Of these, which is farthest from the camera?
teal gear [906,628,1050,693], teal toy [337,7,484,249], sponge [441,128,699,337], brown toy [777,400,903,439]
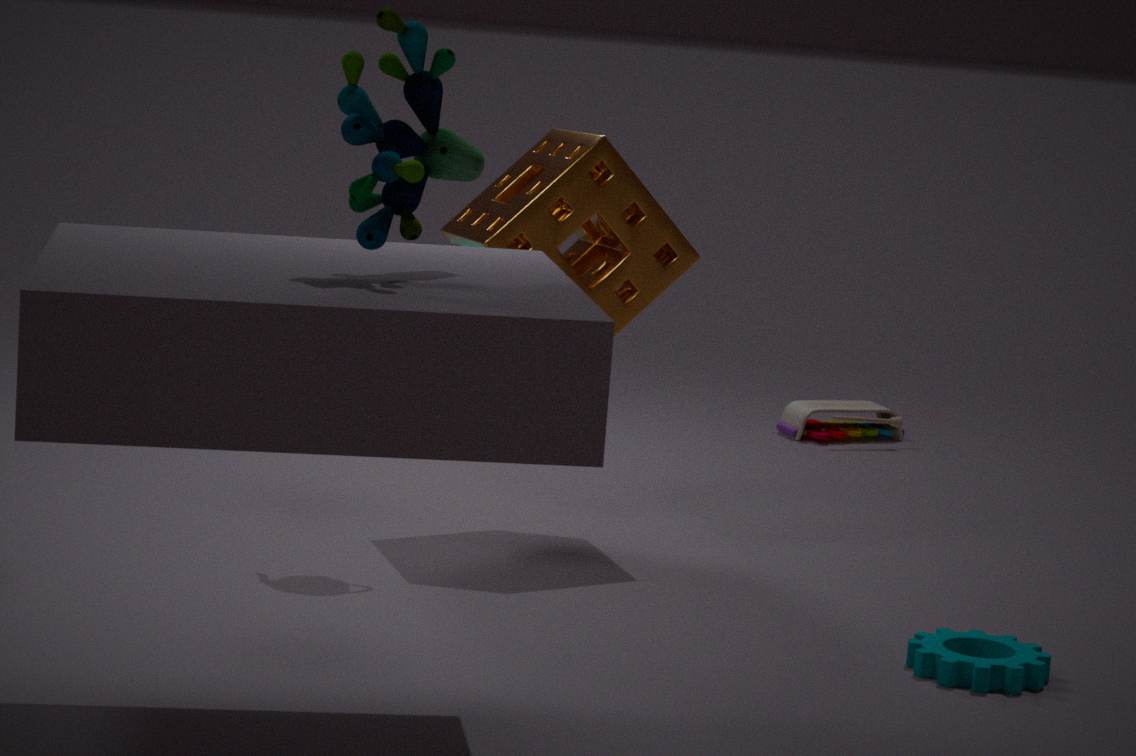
brown toy [777,400,903,439]
